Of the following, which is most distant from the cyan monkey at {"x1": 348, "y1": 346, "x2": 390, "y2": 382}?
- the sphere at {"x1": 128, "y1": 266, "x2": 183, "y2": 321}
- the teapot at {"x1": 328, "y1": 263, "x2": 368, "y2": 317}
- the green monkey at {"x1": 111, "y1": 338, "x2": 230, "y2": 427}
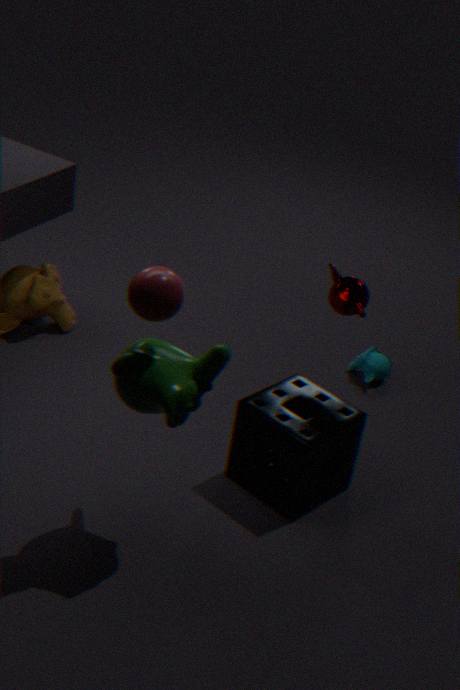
the sphere at {"x1": 128, "y1": 266, "x2": 183, "y2": 321}
